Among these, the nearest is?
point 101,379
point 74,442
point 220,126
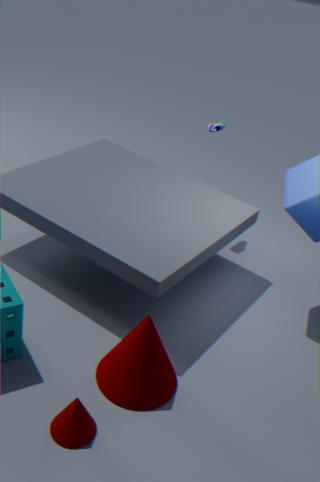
point 74,442
